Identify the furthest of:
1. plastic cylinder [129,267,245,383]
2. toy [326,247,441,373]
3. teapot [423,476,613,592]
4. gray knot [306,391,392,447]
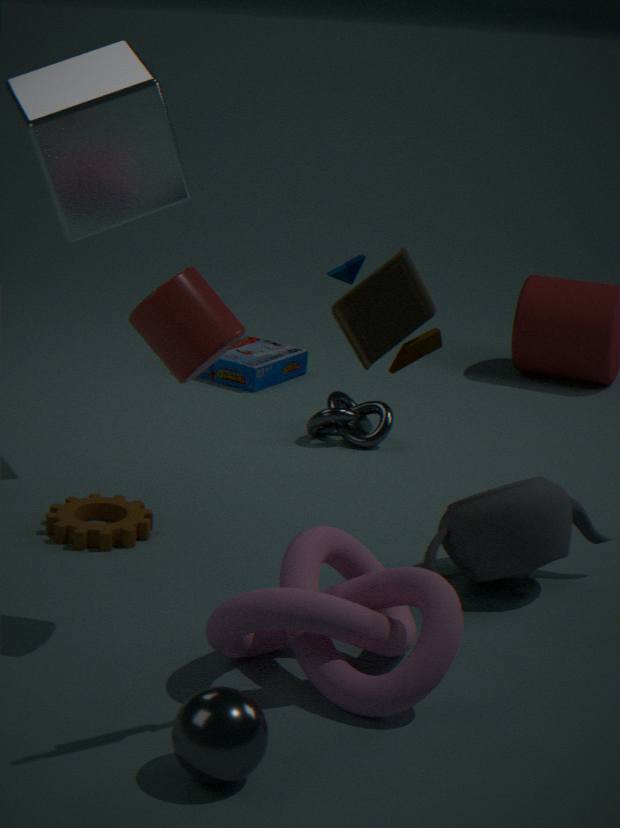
gray knot [306,391,392,447]
